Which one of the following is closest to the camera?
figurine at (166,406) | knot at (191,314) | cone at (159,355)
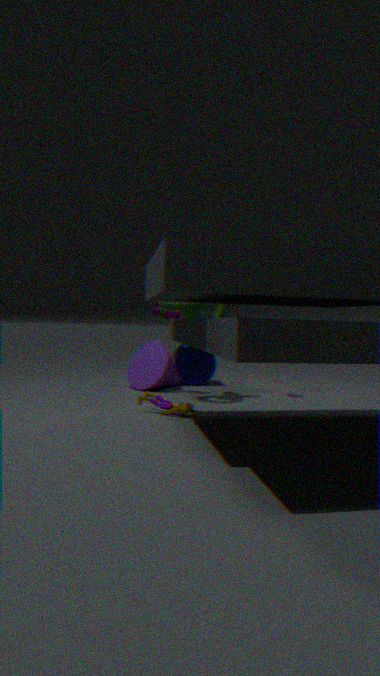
figurine at (166,406)
